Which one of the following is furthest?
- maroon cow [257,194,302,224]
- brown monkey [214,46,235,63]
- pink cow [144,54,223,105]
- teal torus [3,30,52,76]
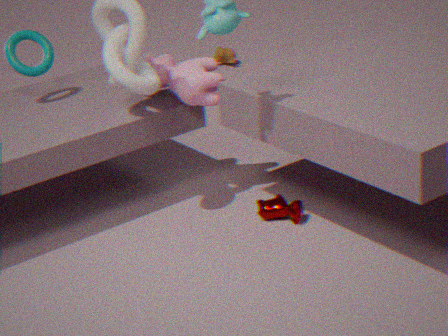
brown monkey [214,46,235,63]
